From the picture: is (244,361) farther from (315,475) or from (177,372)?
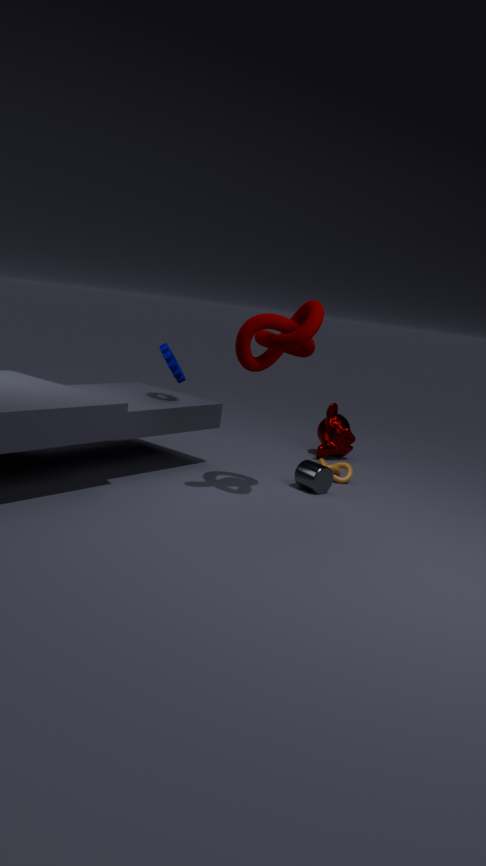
(315,475)
